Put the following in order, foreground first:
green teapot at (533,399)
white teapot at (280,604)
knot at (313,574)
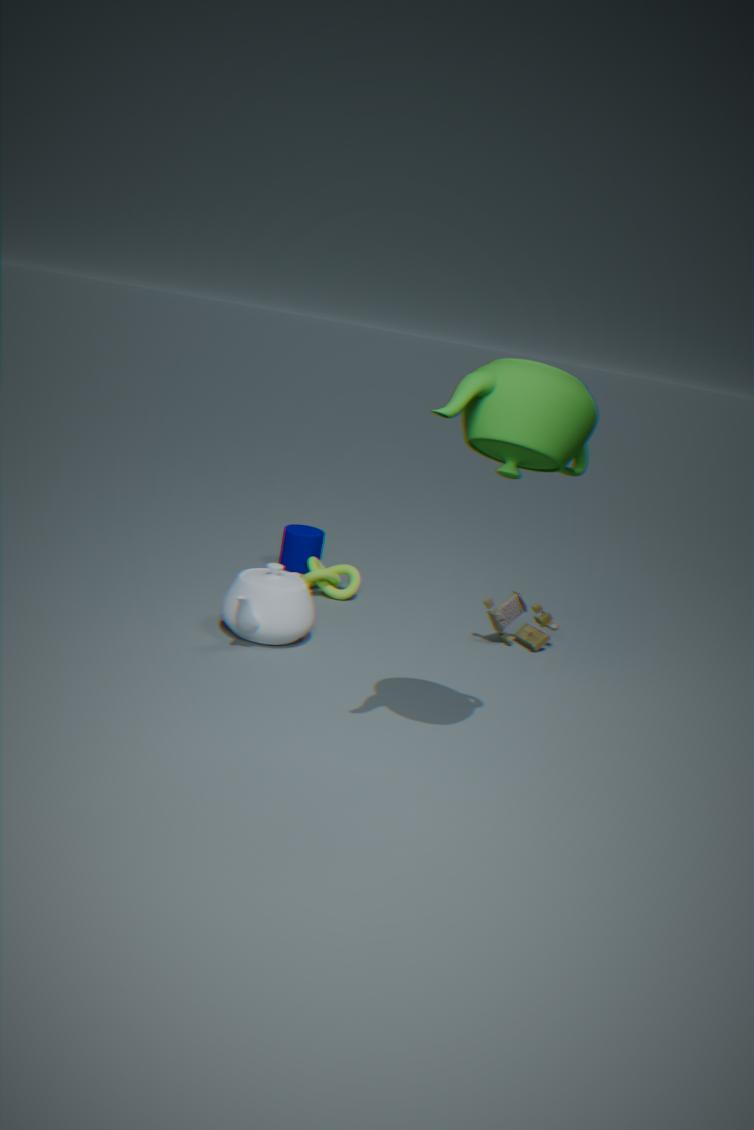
green teapot at (533,399), white teapot at (280,604), knot at (313,574)
